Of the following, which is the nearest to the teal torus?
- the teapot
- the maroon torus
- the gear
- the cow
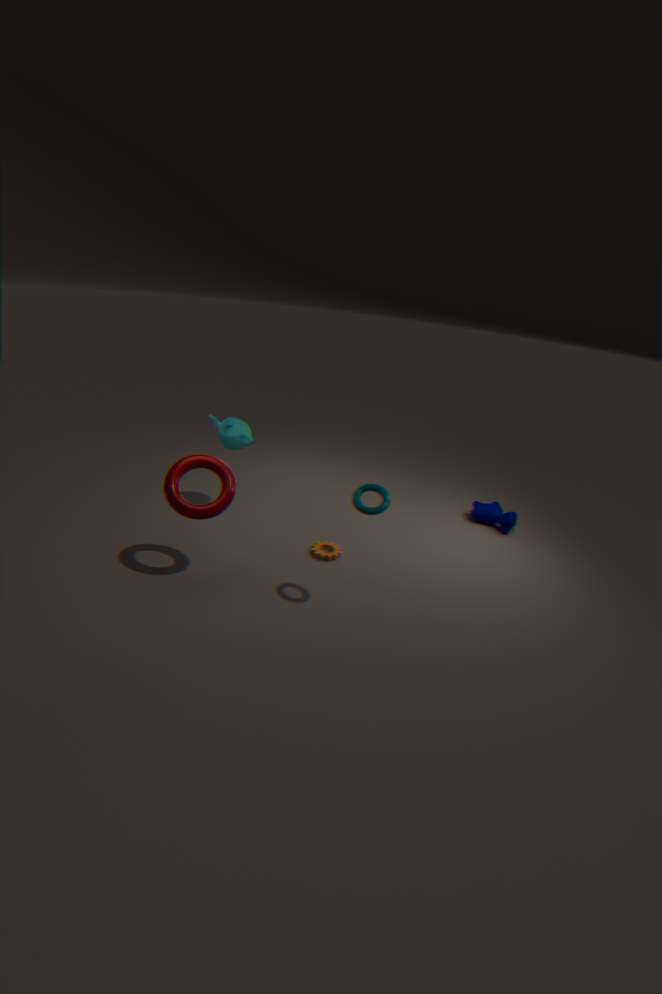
the maroon torus
